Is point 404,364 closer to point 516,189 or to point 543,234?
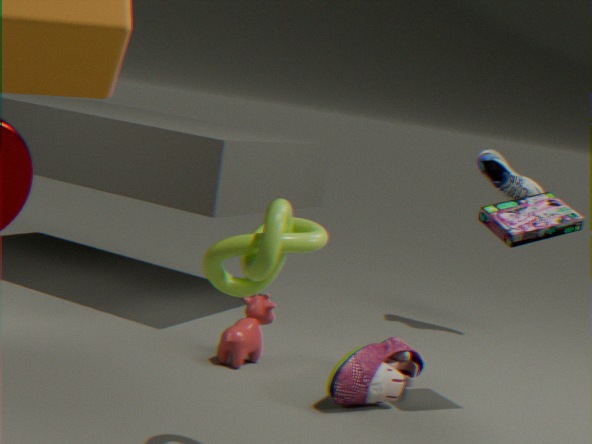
point 543,234
